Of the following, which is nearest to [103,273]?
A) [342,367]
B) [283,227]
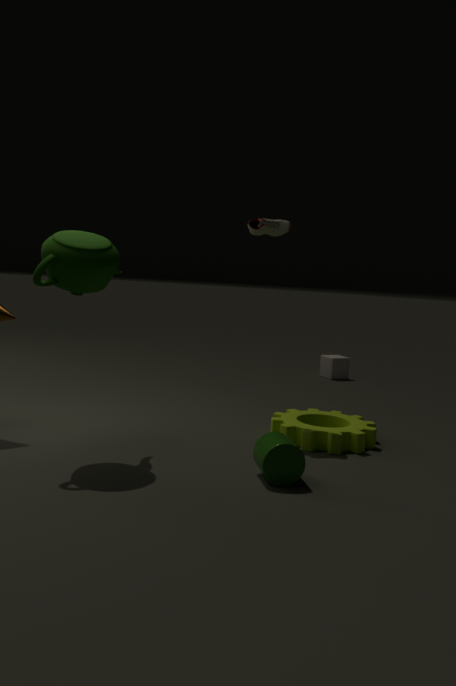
[283,227]
